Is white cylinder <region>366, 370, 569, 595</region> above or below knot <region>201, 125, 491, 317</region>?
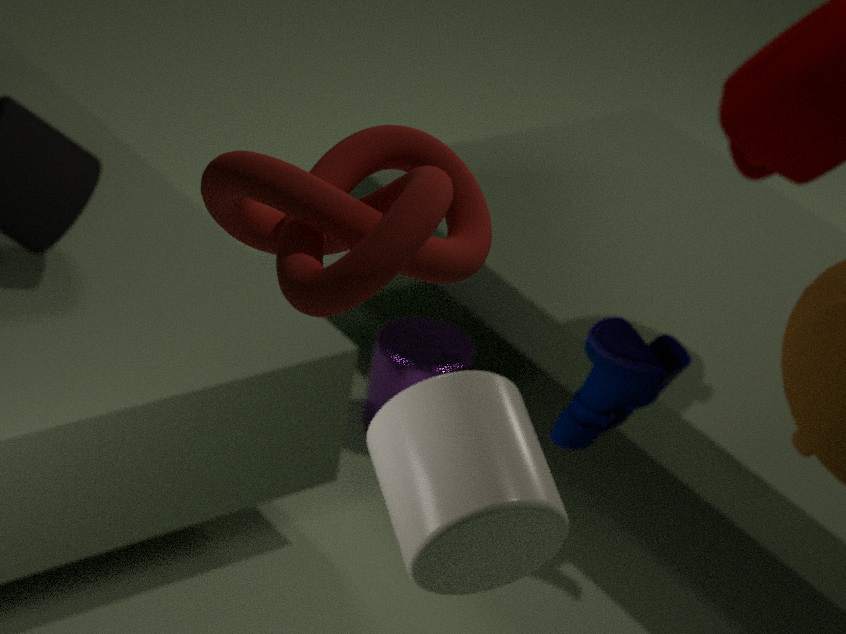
below
